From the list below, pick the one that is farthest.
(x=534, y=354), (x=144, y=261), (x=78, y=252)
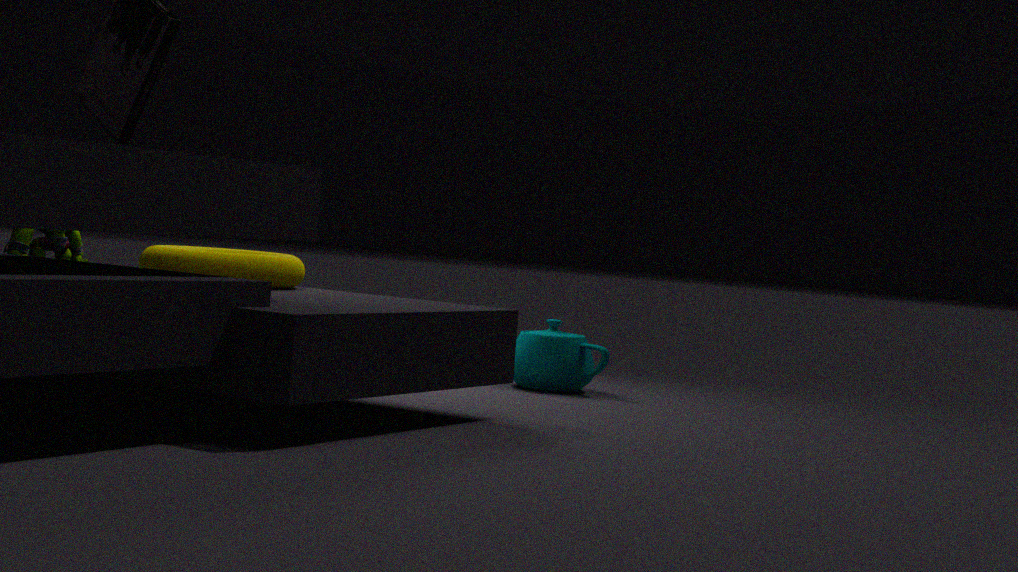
(x=534, y=354)
